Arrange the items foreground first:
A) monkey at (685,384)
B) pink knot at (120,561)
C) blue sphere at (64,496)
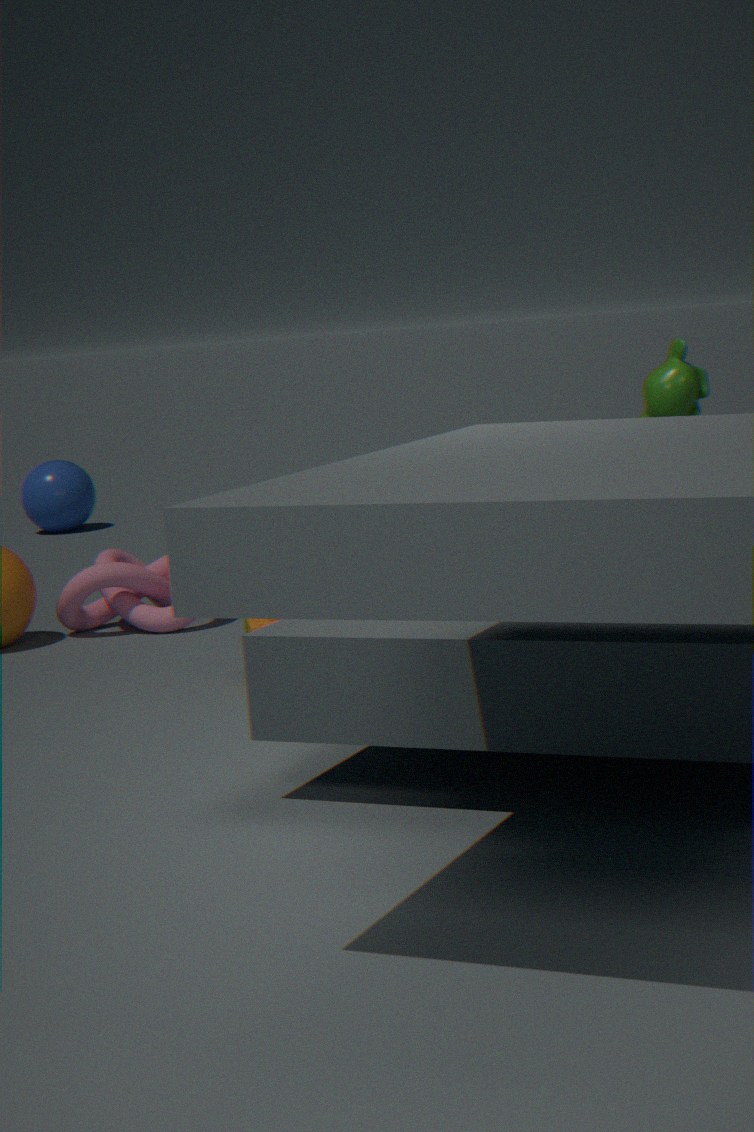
monkey at (685,384) < pink knot at (120,561) < blue sphere at (64,496)
